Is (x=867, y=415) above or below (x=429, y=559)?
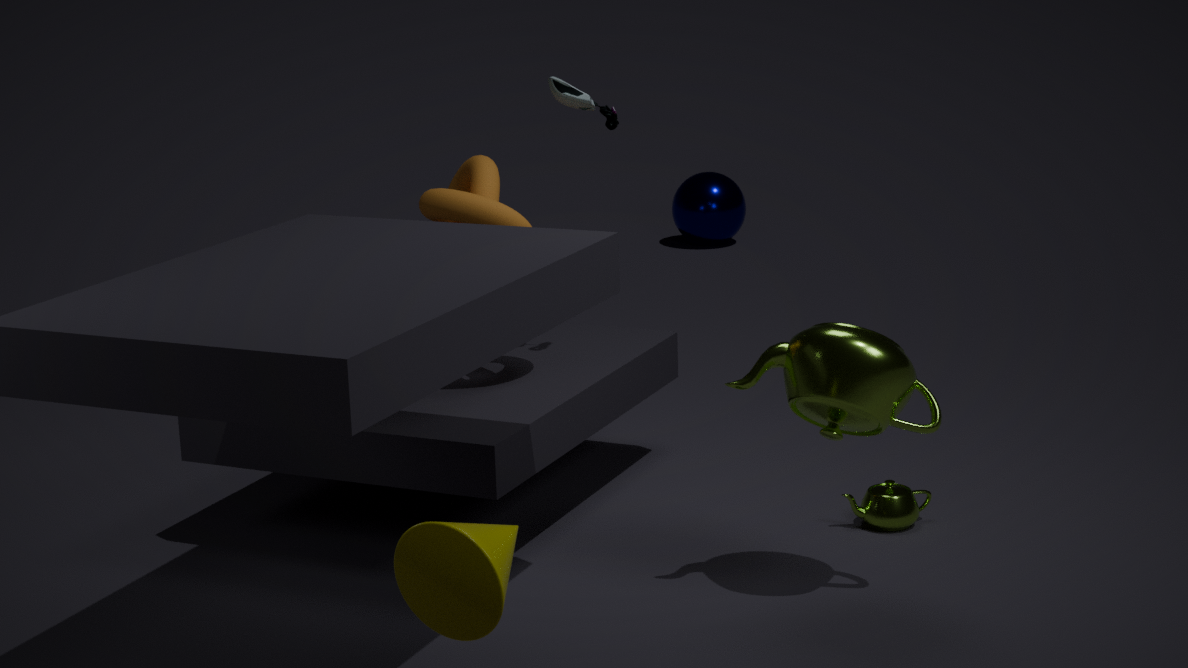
below
